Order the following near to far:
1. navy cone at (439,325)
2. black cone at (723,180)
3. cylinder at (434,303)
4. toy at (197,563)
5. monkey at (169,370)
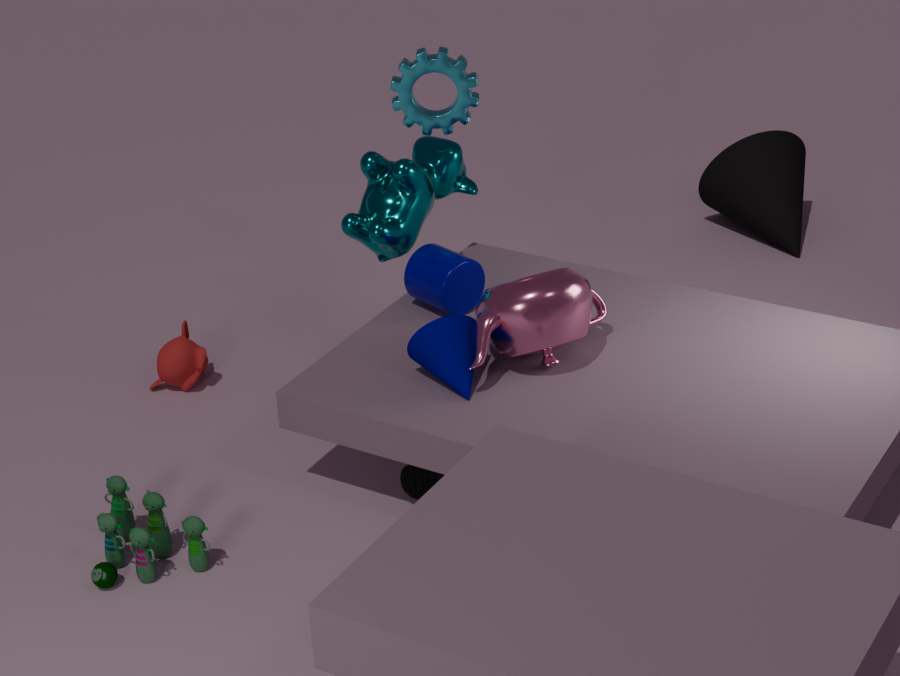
toy at (197,563) < navy cone at (439,325) < cylinder at (434,303) < monkey at (169,370) < black cone at (723,180)
